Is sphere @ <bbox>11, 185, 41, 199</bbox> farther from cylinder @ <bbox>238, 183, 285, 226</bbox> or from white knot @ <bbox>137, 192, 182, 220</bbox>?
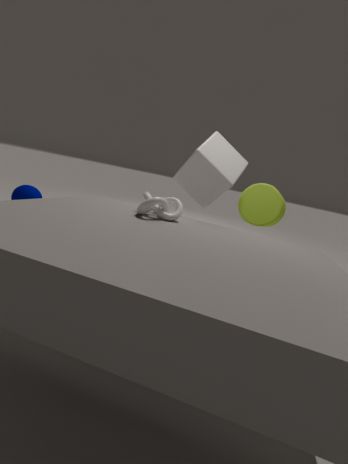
cylinder @ <bbox>238, 183, 285, 226</bbox>
